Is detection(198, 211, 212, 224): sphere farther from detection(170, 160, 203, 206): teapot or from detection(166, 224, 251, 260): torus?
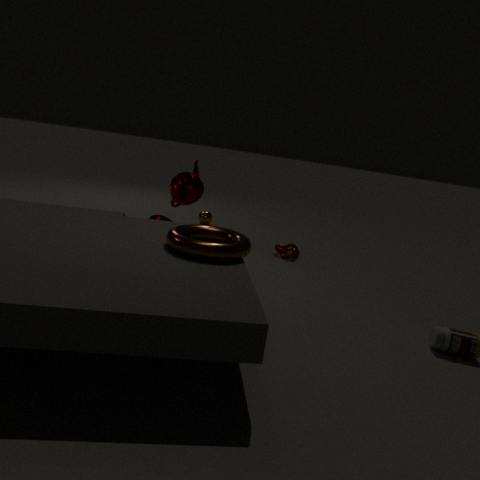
detection(166, 224, 251, 260): torus
